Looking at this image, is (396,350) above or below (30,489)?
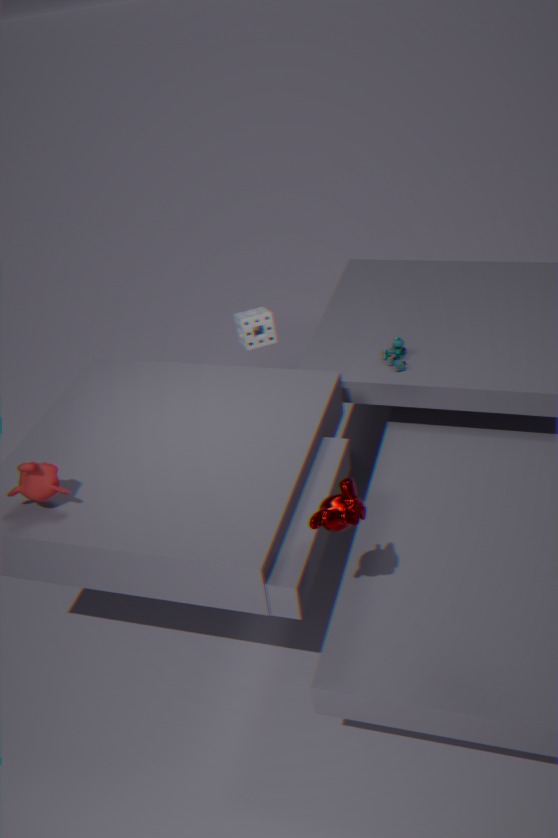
below
